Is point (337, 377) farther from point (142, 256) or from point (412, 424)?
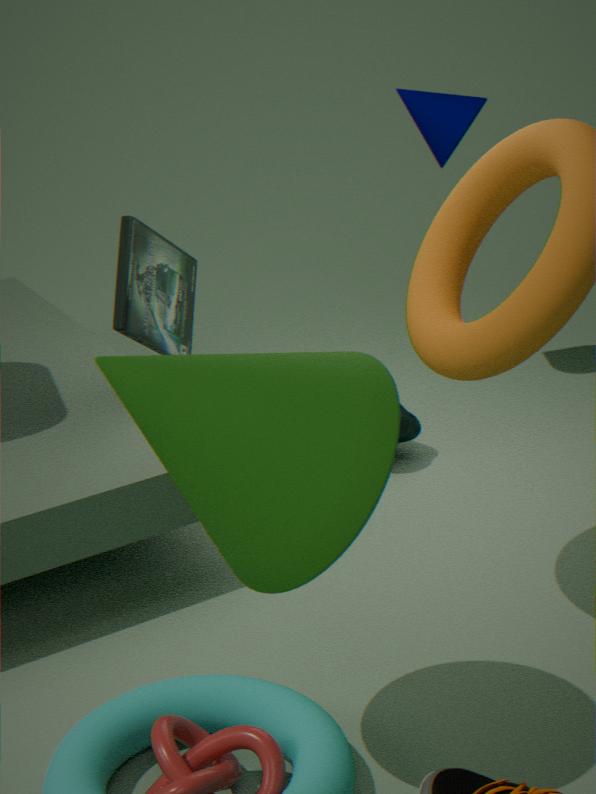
point (412, 424)
